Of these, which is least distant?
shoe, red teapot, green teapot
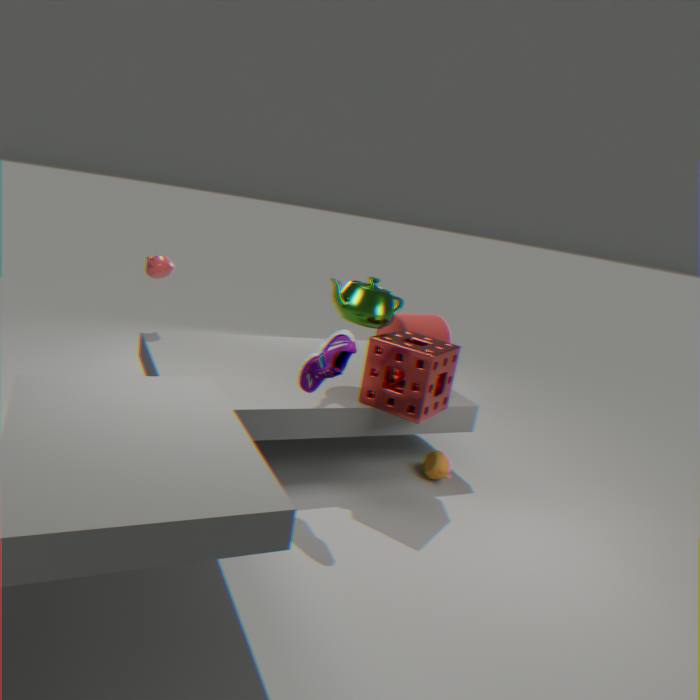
shoe
